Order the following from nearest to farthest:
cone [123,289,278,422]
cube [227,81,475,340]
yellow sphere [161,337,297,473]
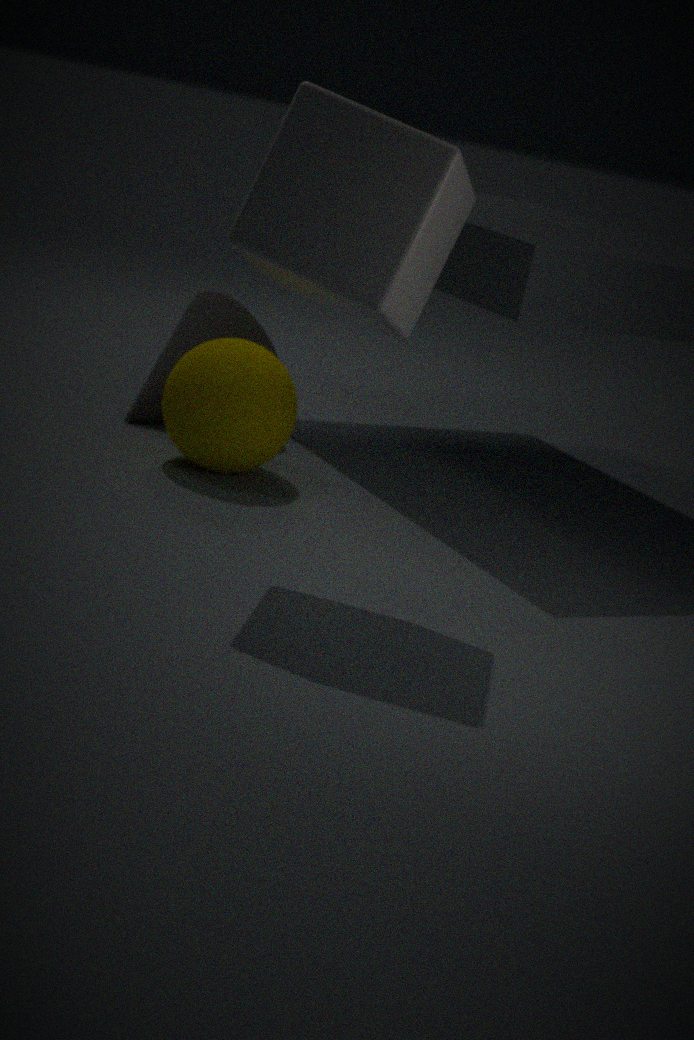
cube [227,81,475,340]
yellow sphere [161,337,297,473]
cone [123,289,278,422]
